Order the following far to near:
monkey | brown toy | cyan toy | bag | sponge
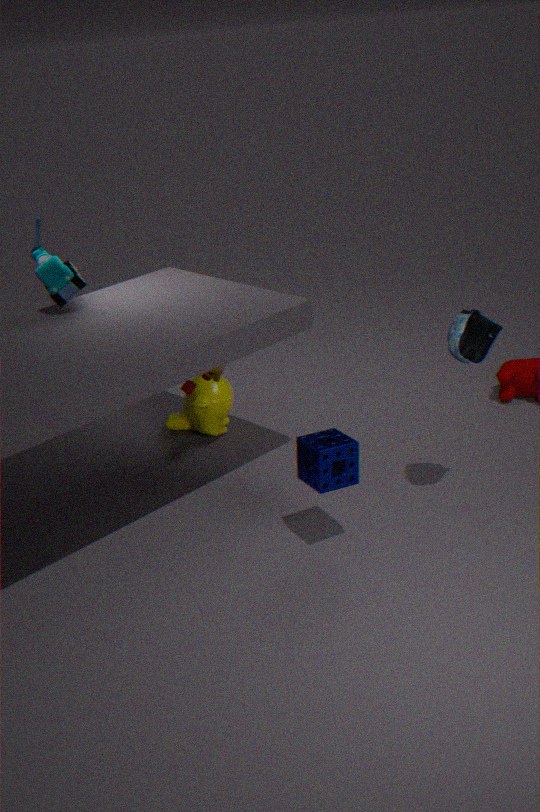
monkey
brown toy
cyan toy
bag
sponge
